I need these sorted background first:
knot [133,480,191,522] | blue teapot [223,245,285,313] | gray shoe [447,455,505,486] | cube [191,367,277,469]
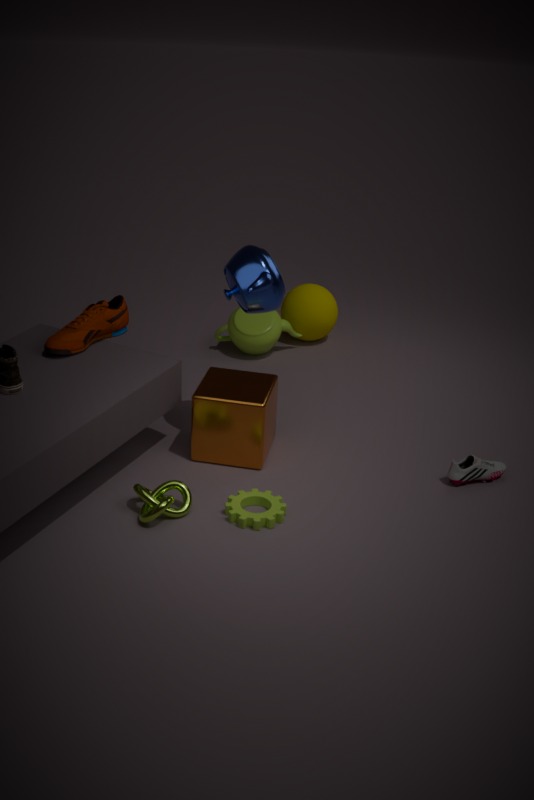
1. gray shoe [447,455,505,486]
2. cube [191,367,277,469]
3. blue teapot [223,245,285,313]
4. knot [133,480,191,522]
